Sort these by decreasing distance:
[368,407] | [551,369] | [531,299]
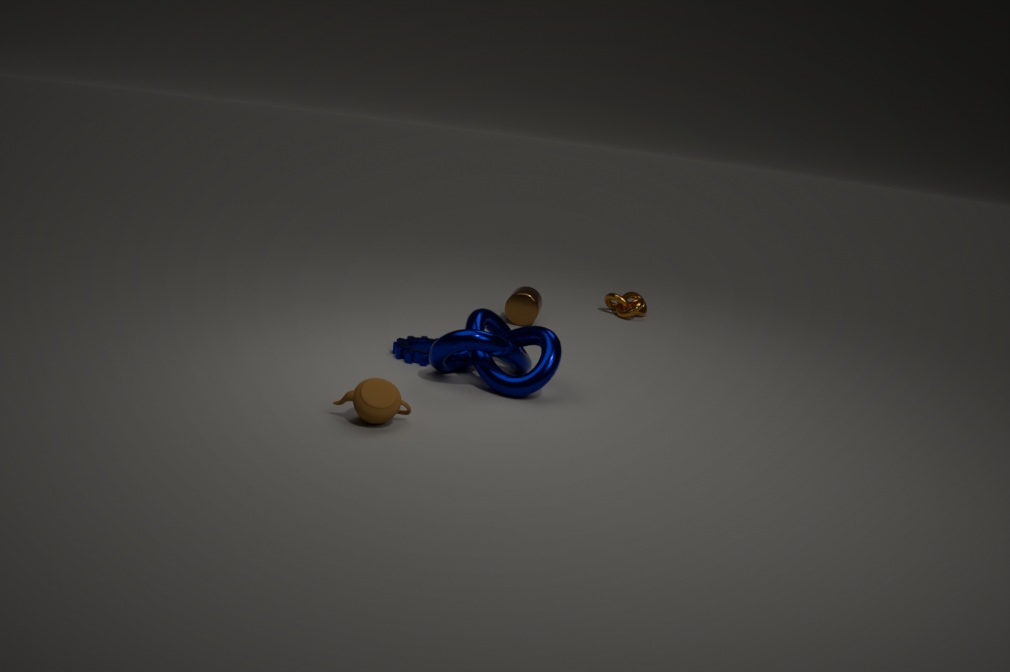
[531,299] < [551,369] < [368,407]
